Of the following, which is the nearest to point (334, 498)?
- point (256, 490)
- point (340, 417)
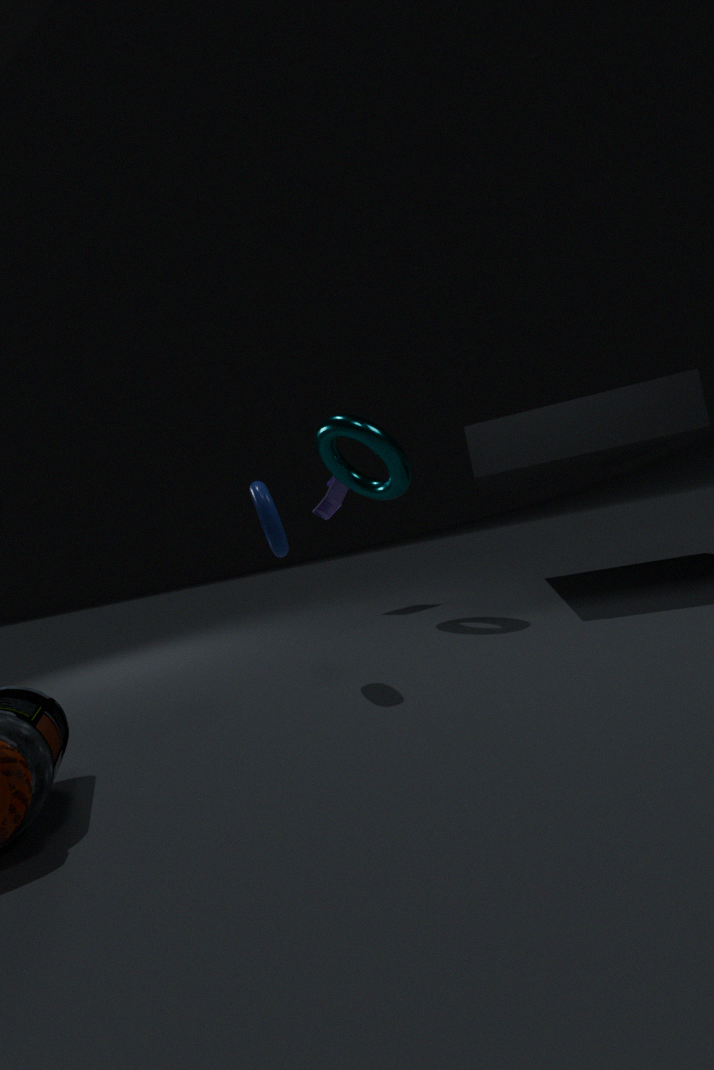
point (340, 417)
